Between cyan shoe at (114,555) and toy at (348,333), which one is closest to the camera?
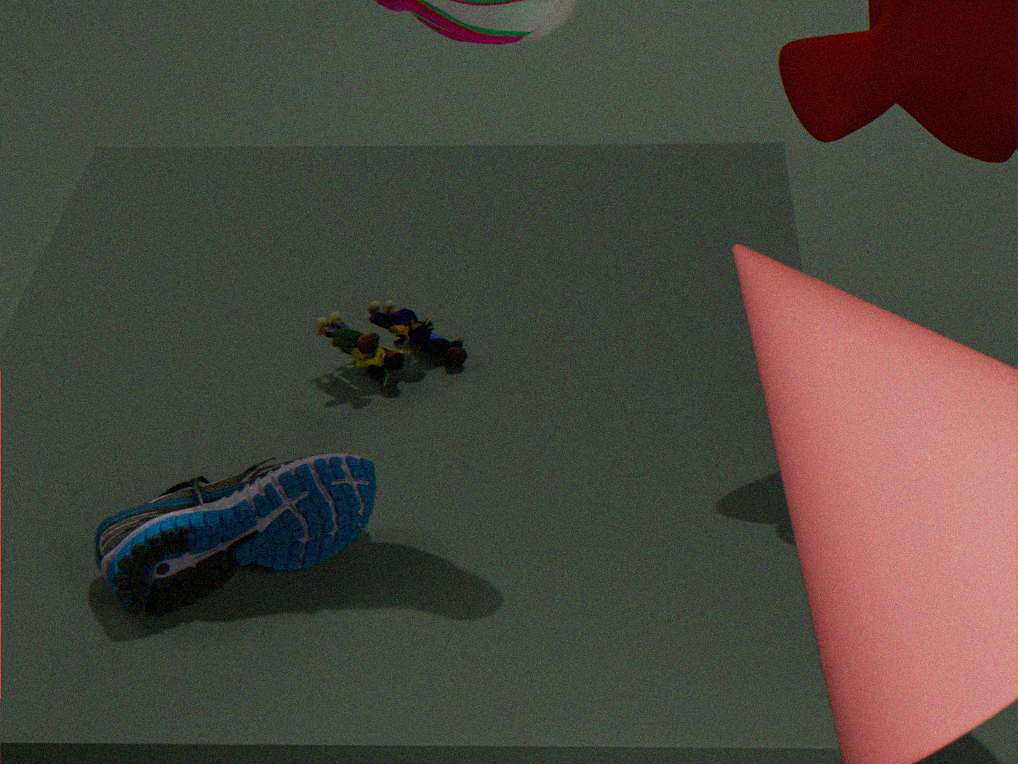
cyan shoe at (114,555)
